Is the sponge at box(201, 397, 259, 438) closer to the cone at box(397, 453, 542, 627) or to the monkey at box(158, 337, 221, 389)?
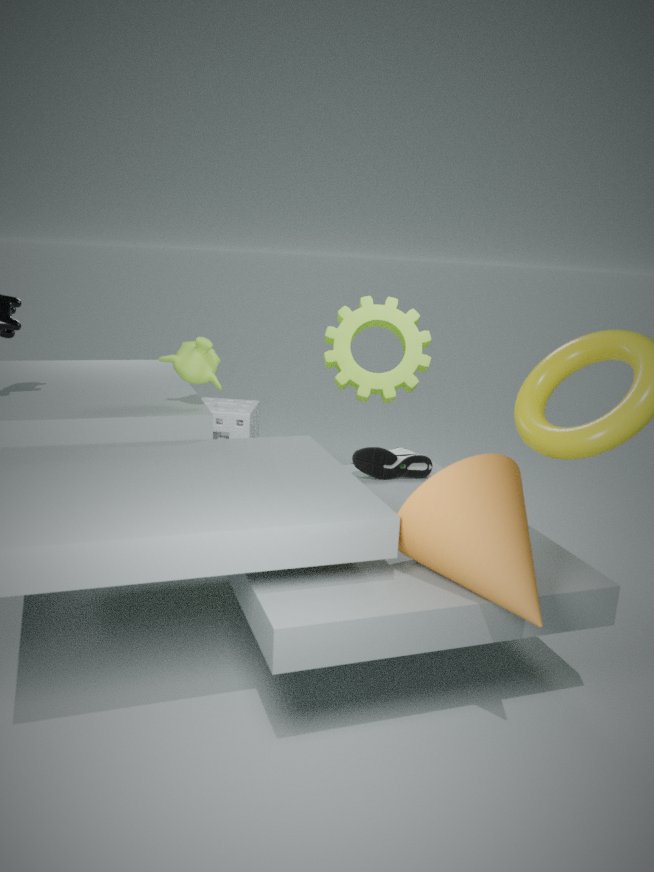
the monkey at box(158, 337, 221, 389)
